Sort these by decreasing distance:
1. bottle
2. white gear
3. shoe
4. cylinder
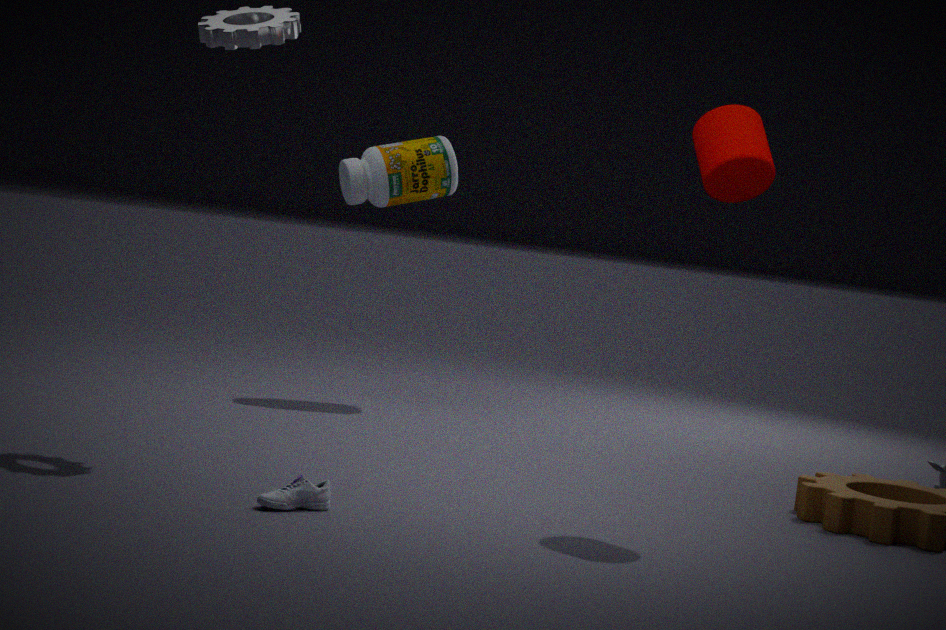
bottle, white gear, cylinder, shoe
